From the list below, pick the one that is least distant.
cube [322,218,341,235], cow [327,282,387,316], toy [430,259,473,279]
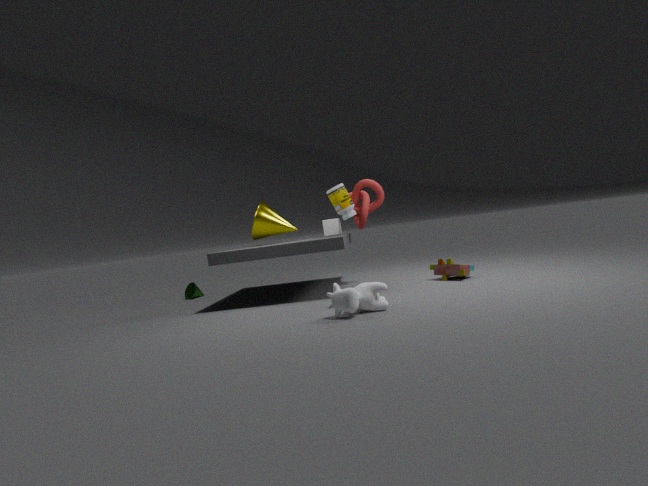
cow [327,282,387,316]
